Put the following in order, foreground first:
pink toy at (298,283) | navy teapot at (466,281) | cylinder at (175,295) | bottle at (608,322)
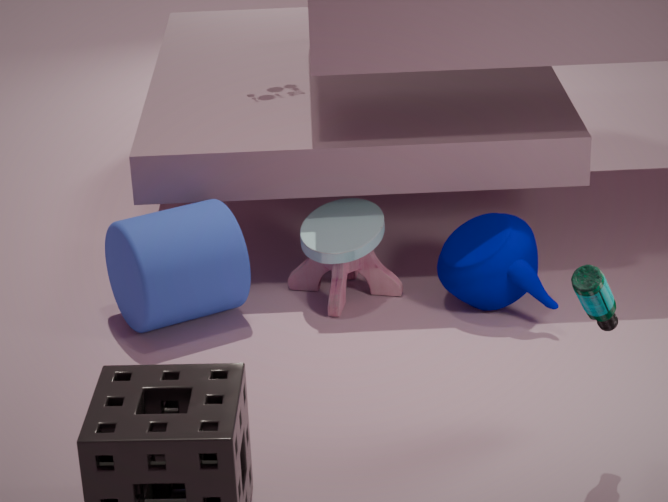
1. bottle at (608,322)
2. cylinder at (175,295)
3. navy teapot at (466,281)
4. pink toy at (298,283)
